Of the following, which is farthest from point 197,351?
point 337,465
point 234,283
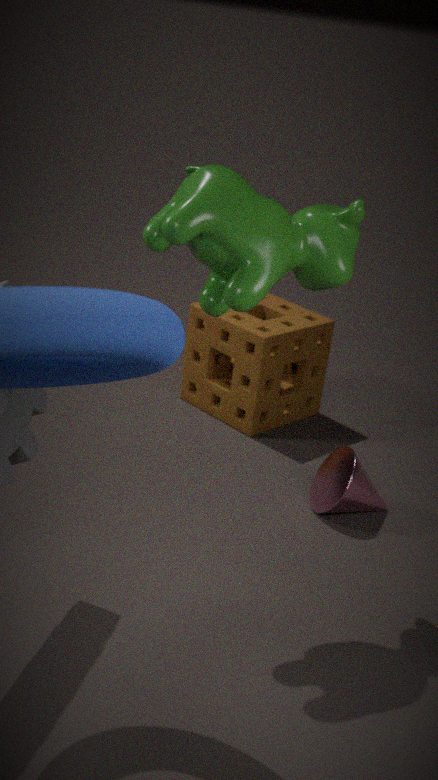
point 234,283
